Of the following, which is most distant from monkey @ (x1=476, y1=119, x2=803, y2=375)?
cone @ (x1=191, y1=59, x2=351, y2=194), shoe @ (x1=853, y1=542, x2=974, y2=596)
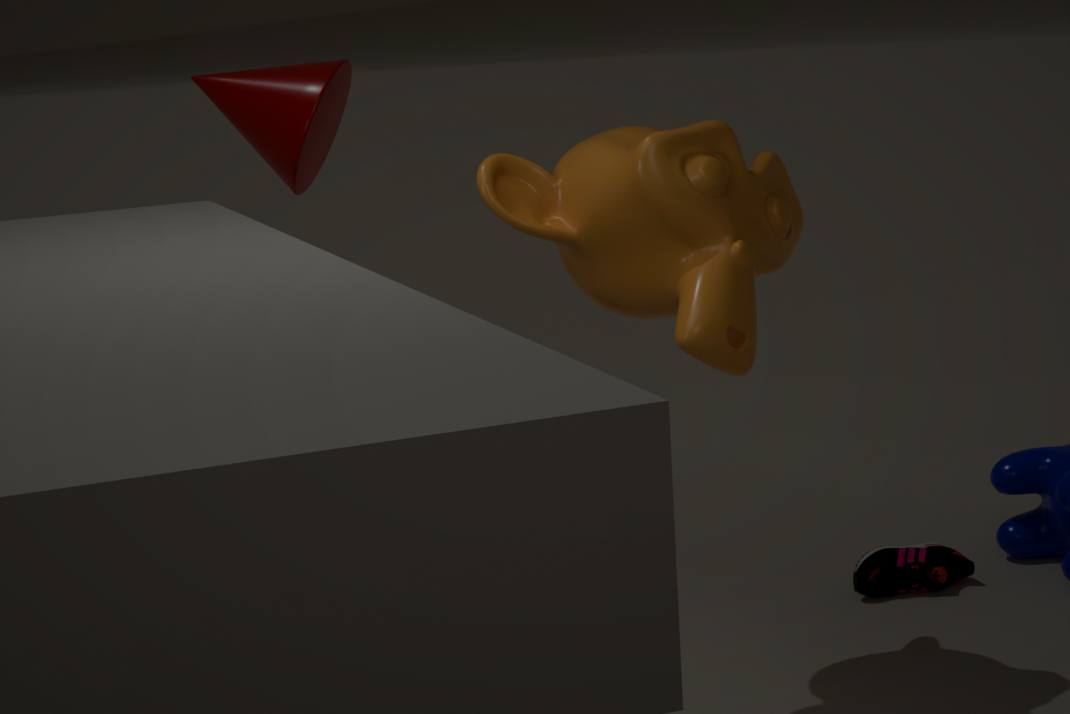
shoe @ (x1=853, y1=542, x2=974, y2=596)
